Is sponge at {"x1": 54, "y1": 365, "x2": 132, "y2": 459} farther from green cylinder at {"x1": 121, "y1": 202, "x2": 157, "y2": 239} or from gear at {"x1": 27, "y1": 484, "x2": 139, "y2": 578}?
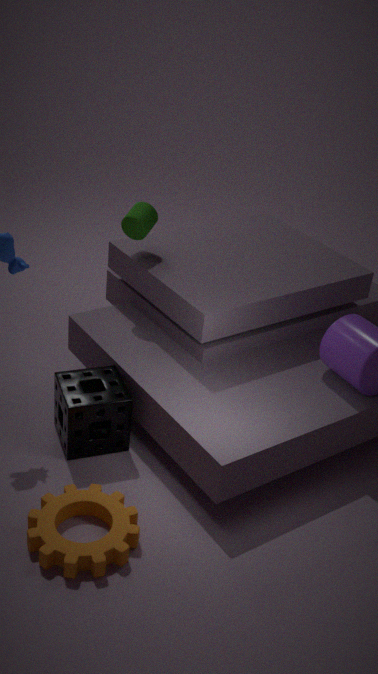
green cylinder at {"x1": 121, "y1": 202, "x2": 157, "y2": 239}
